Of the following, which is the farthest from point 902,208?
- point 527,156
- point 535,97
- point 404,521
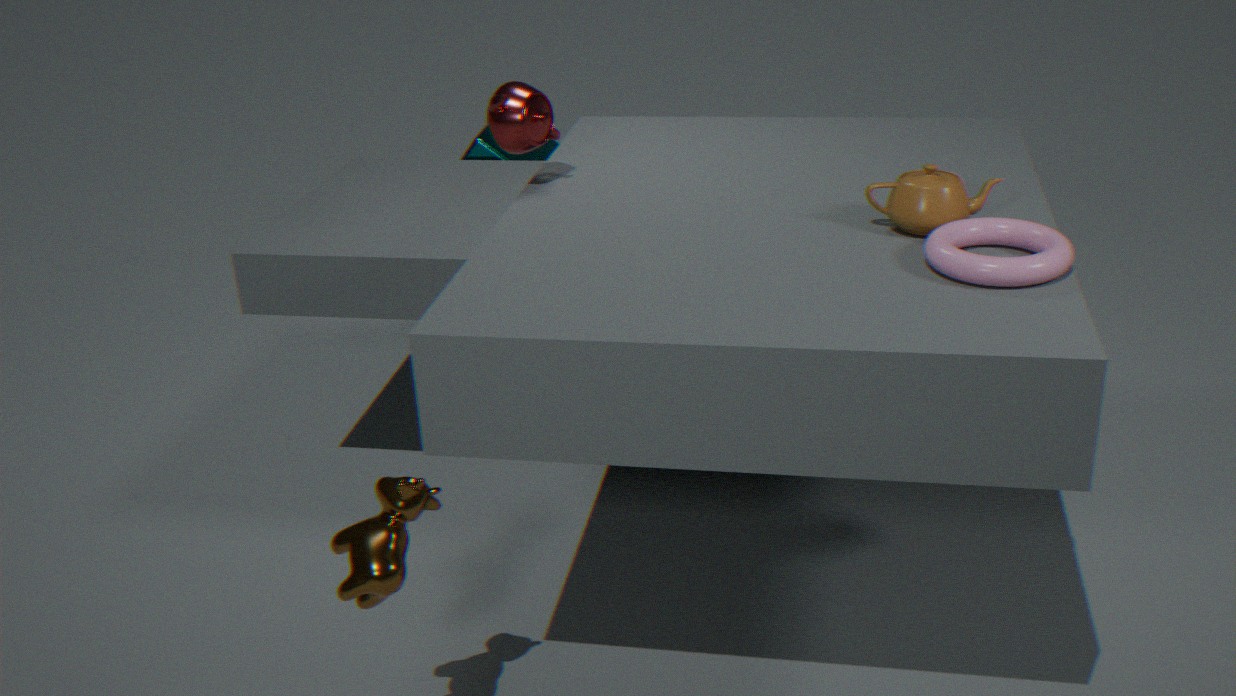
point 527,156
